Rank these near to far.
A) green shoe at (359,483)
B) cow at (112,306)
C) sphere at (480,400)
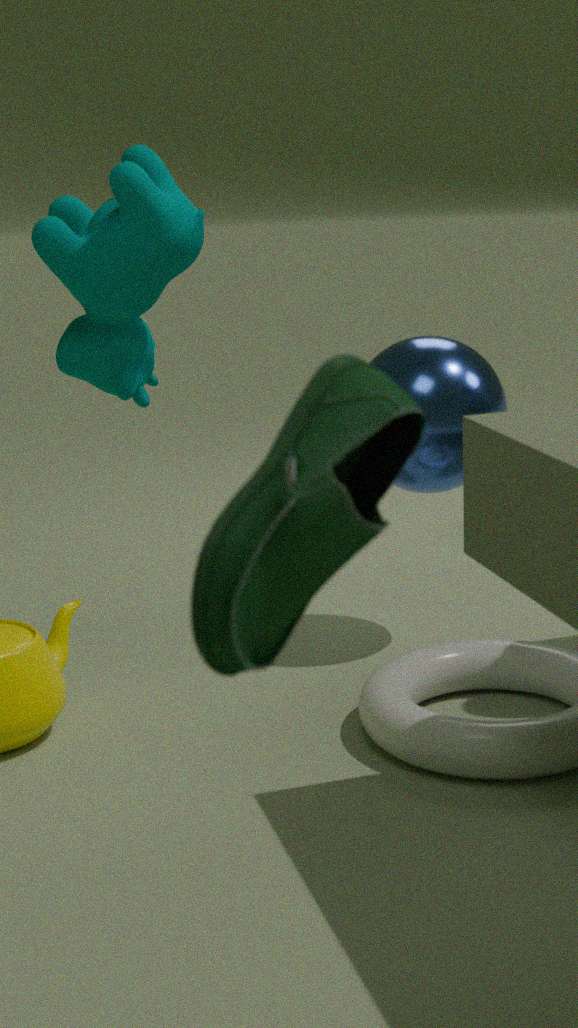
green shoe at (359,483) < cow at (112,306) < sphere at (480,400)
